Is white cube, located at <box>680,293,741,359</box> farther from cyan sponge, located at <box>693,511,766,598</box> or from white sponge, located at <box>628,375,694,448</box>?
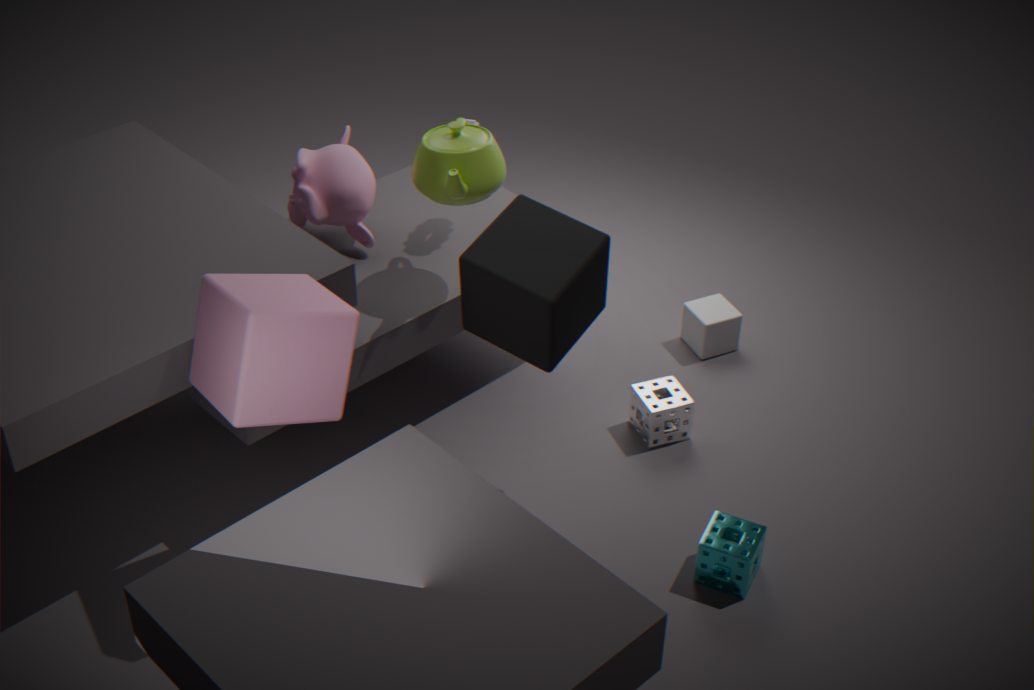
cyan sponge, located at <box>693,511,766,598</box>
